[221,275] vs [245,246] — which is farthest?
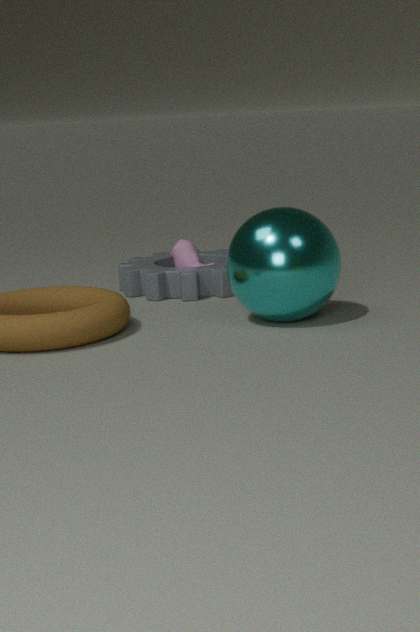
[221,275]
